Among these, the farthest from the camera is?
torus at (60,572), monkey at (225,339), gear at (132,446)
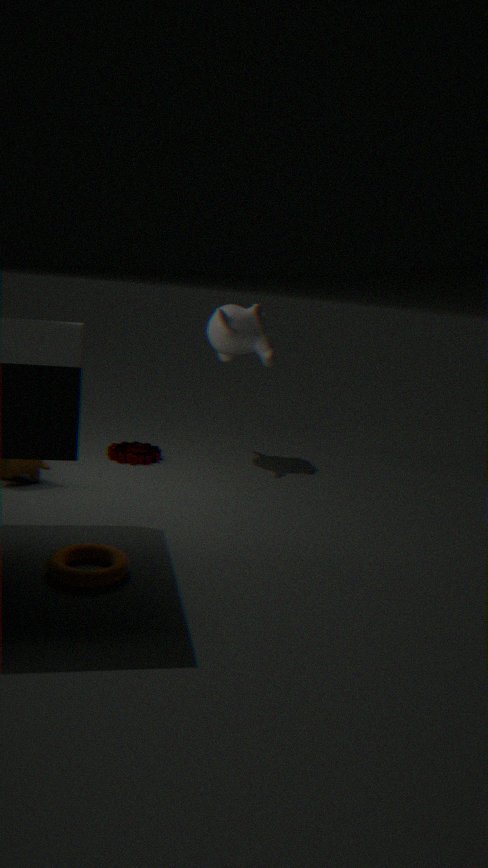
gear at (132,446)
